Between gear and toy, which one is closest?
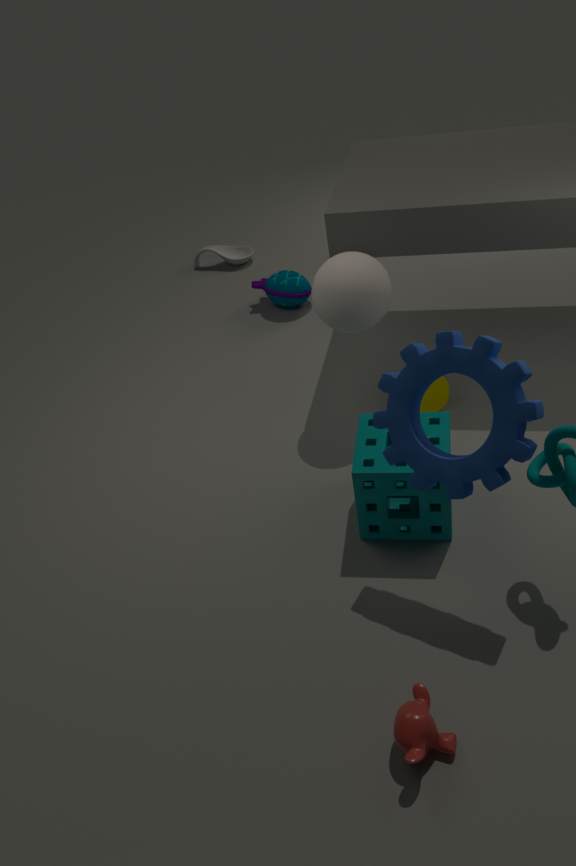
gear
